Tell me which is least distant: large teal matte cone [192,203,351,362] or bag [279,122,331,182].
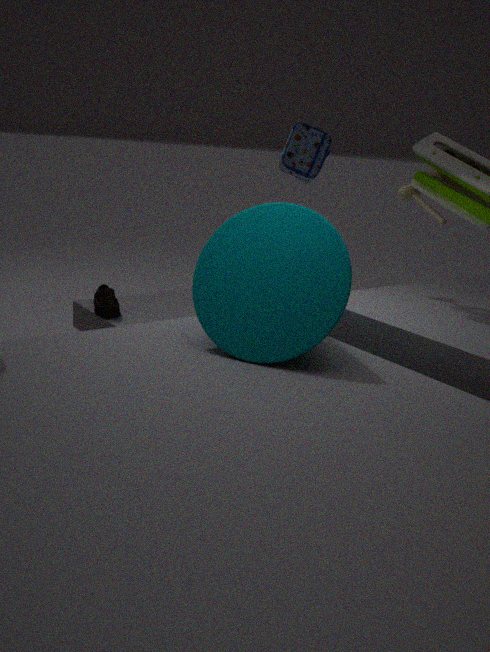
large teal matte cone [192,203,351,362]
